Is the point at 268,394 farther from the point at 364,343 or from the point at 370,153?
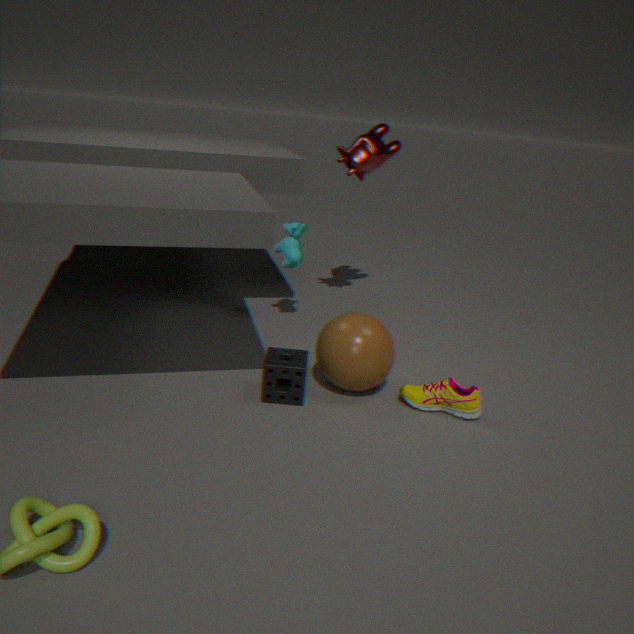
Result: the point at 370,153
